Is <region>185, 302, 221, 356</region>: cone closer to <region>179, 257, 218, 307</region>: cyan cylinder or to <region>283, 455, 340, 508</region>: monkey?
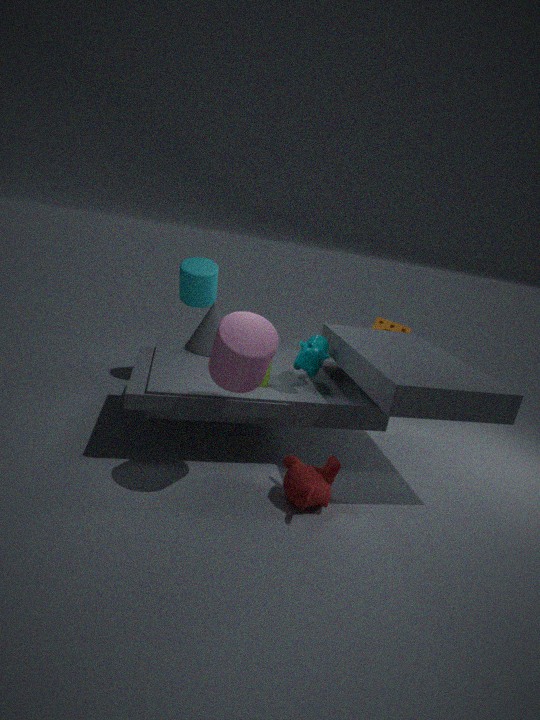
<region>179, 257, 218, 307</region>: cyan cylinder
